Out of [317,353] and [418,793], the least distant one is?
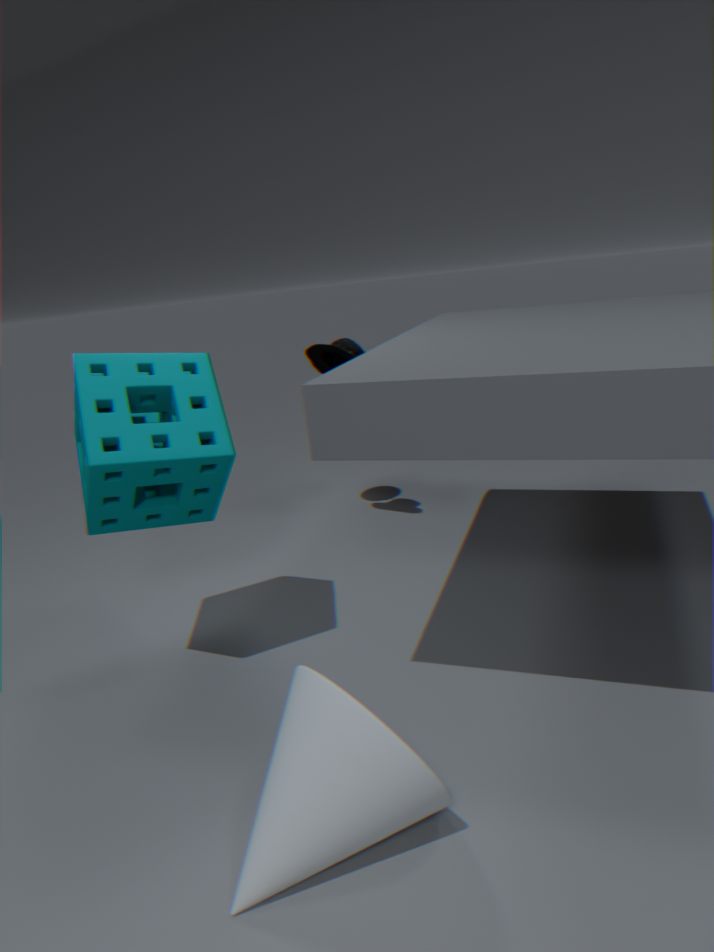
[418,793]
